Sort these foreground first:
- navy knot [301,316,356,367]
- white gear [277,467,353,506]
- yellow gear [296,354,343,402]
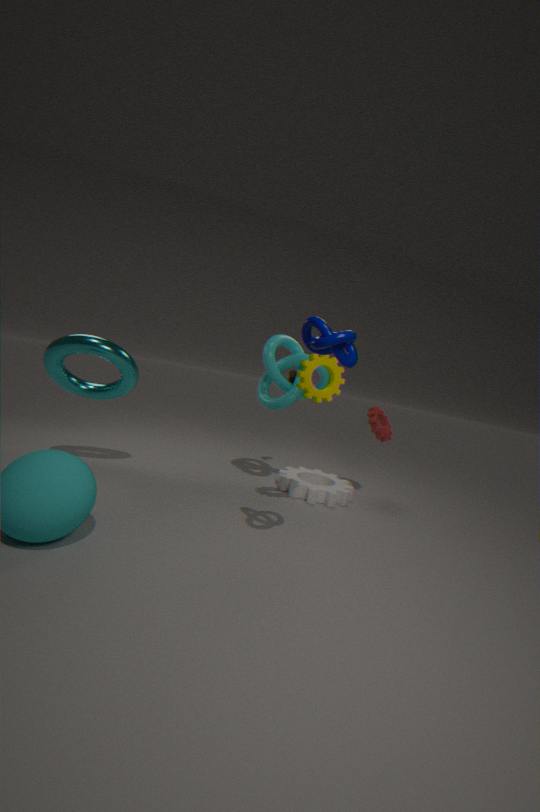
navy knot [301,316,356,367], yellow gear [296,354,343,402], white gear [277,467,353,506]
